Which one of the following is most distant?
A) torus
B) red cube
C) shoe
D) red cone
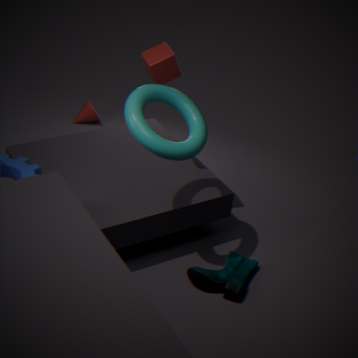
red cone
